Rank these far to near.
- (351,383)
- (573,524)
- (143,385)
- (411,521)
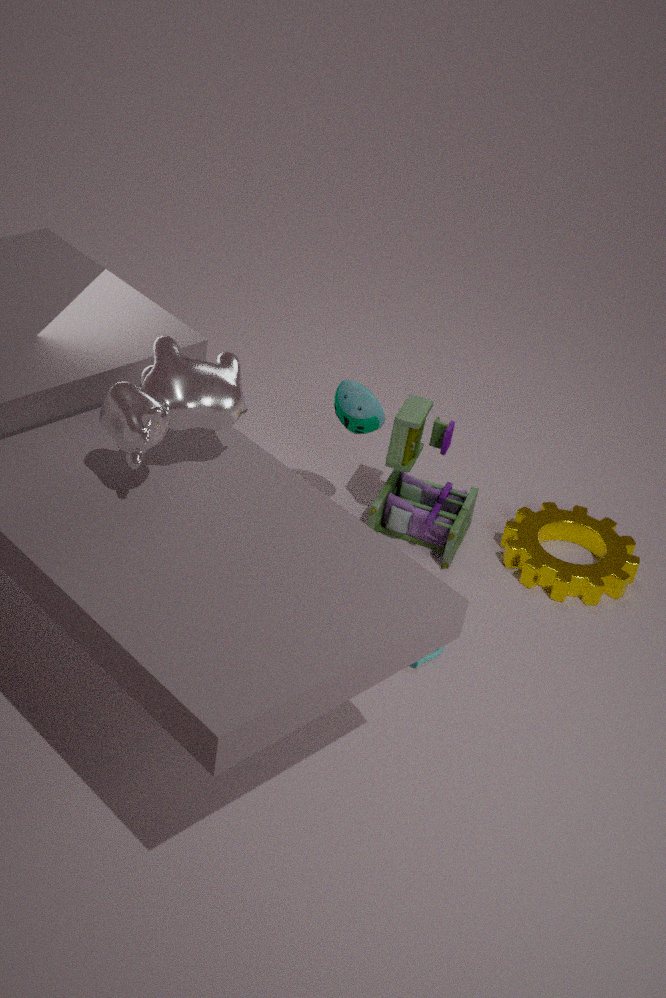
(573,524), (411,521), (351,383), (143,385)
